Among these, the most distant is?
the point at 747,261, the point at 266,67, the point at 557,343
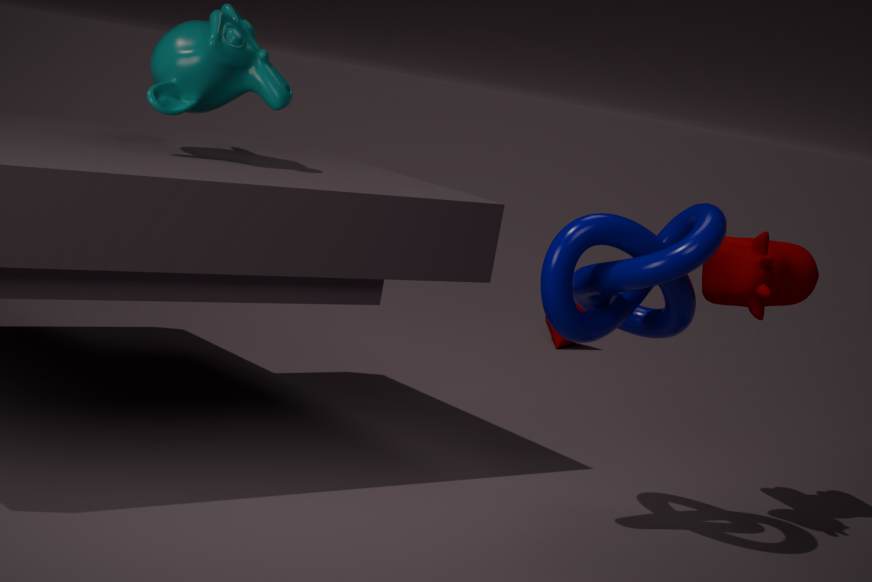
the point at 557,343
